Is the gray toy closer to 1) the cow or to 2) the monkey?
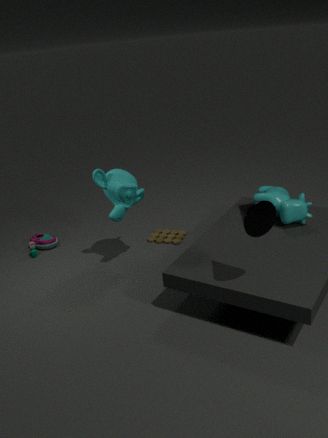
2) the monkey
